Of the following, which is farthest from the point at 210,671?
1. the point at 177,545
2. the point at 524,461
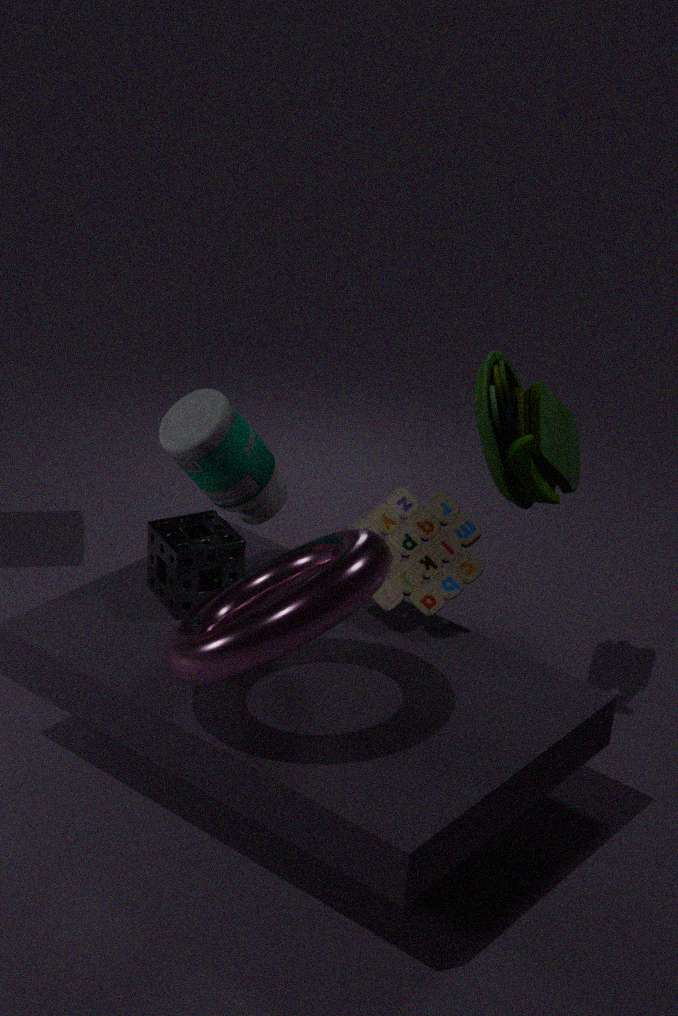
the point at 524,461
